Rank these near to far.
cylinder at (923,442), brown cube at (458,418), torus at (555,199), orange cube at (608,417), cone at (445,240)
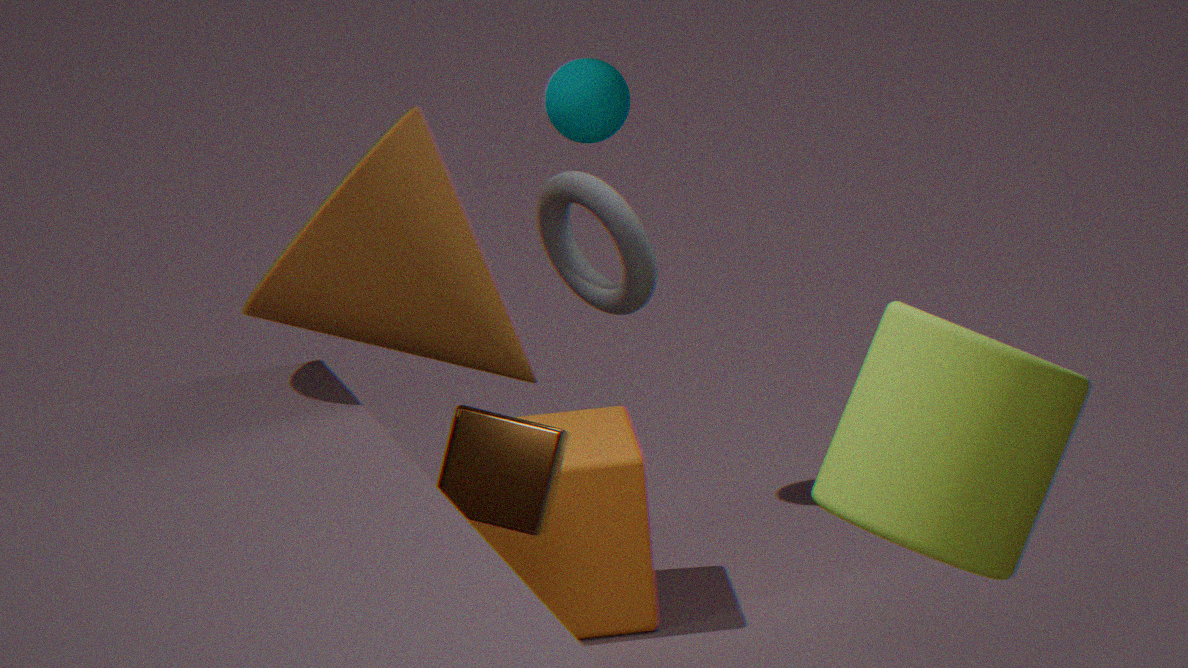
cone at (445,240) → cylinder at (923,442) → brown cube at (458,418) → torus at (555,199) → orange cube at (608,417)
